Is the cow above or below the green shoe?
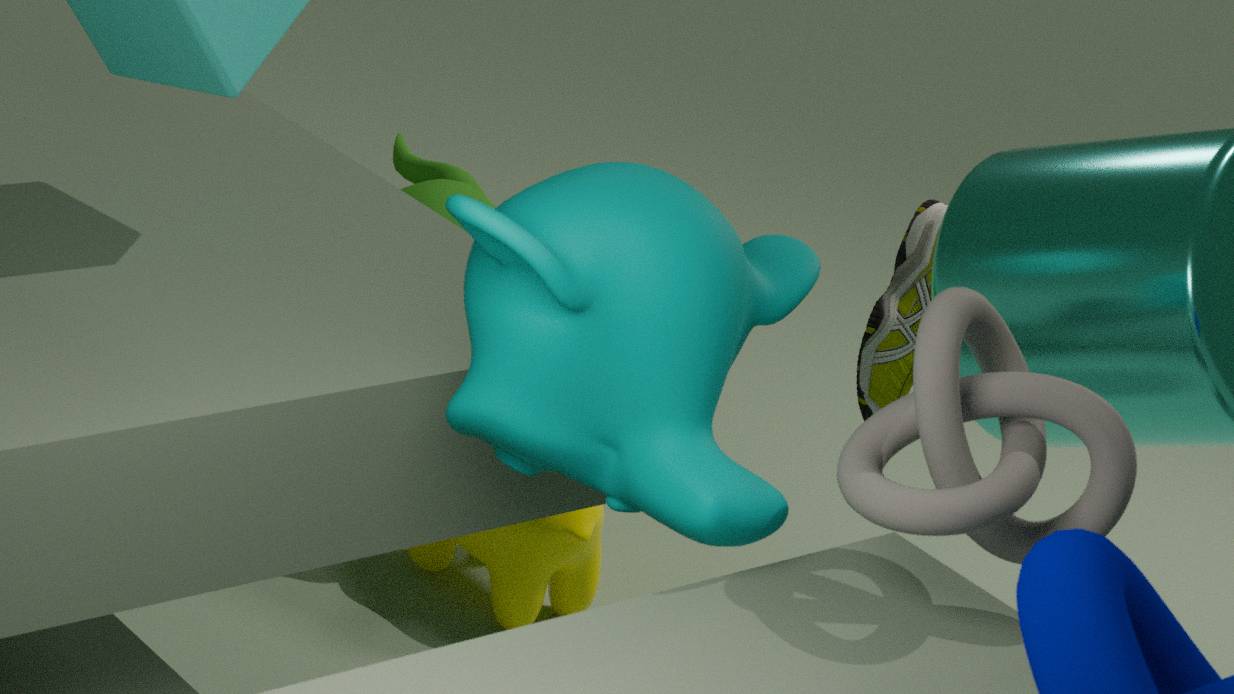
below
